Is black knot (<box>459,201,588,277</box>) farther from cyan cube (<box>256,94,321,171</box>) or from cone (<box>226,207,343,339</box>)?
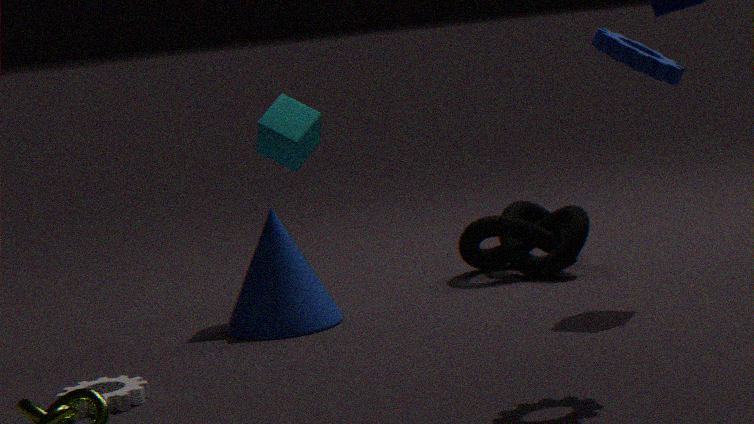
cyan cube (<box>256,94,321,171</box>)
